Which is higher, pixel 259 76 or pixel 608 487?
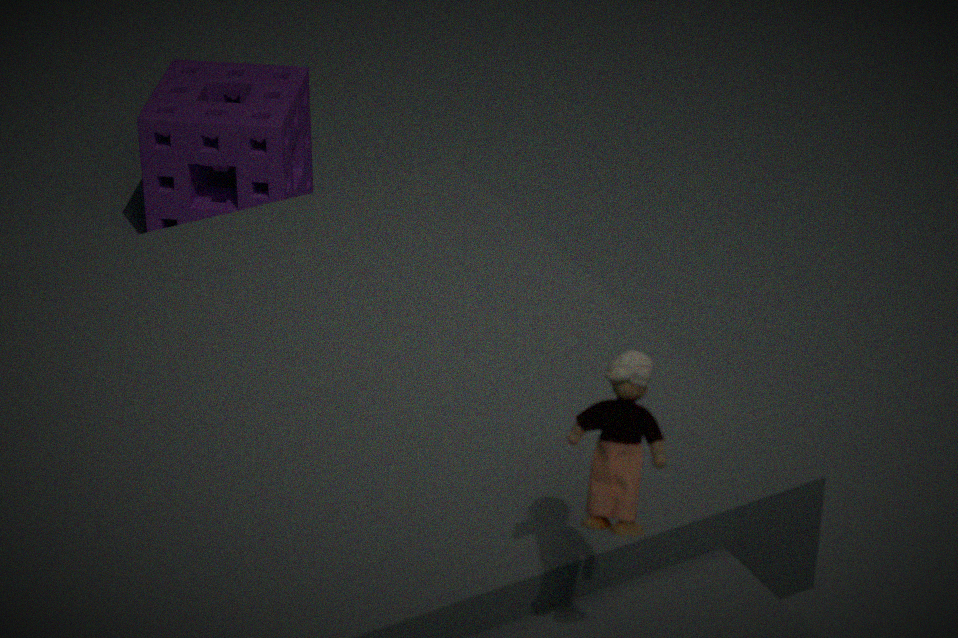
pixel 608 487
